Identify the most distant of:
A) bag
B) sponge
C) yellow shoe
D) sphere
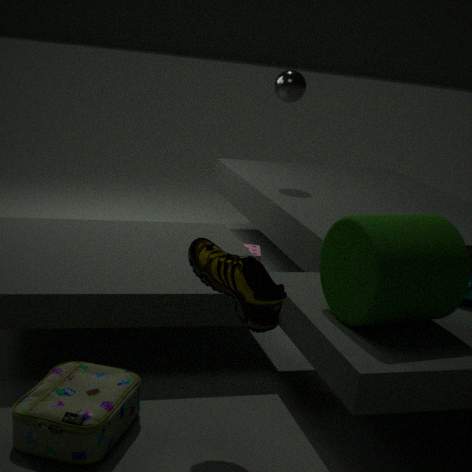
sphere
